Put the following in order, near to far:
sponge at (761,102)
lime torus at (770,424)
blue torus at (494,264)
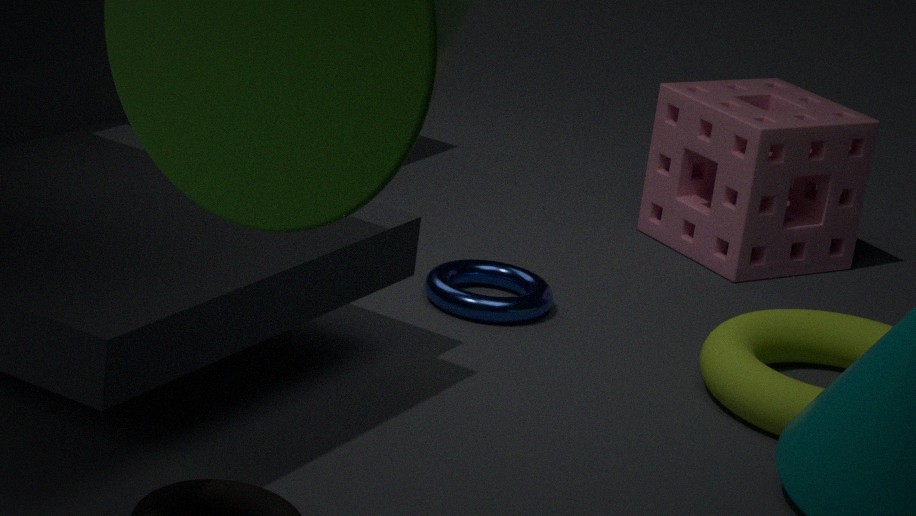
1. lime torus at (770,424)
2. blue torus at (494,264)
3. sponge at (761,102)
